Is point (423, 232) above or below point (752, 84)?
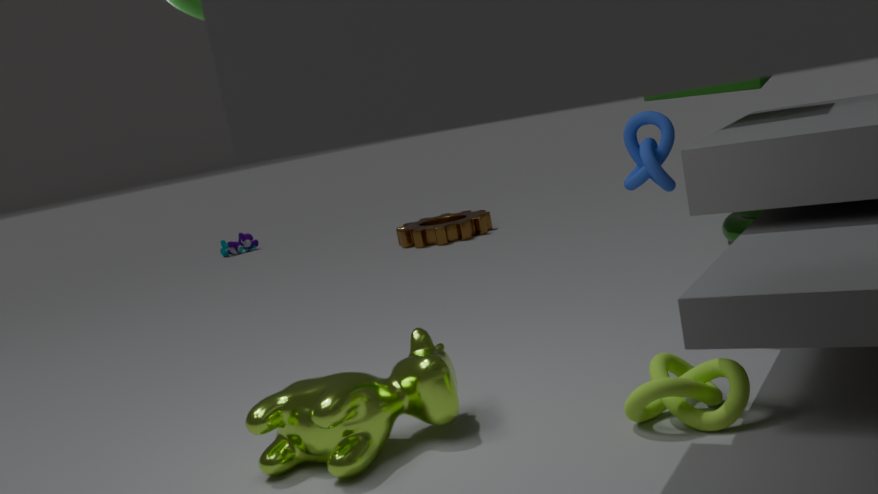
below
